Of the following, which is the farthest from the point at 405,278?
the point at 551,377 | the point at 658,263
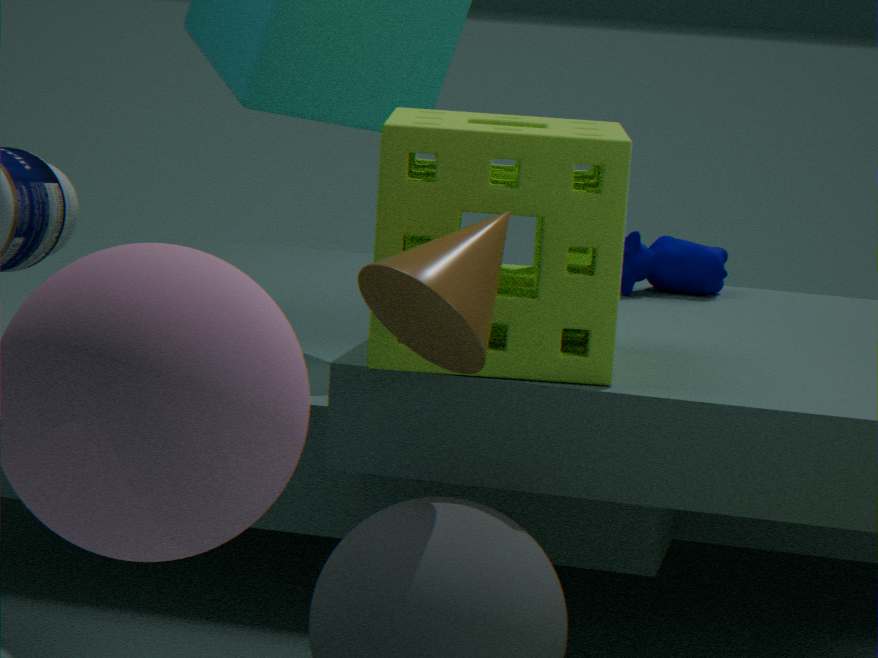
the point at 658,263
